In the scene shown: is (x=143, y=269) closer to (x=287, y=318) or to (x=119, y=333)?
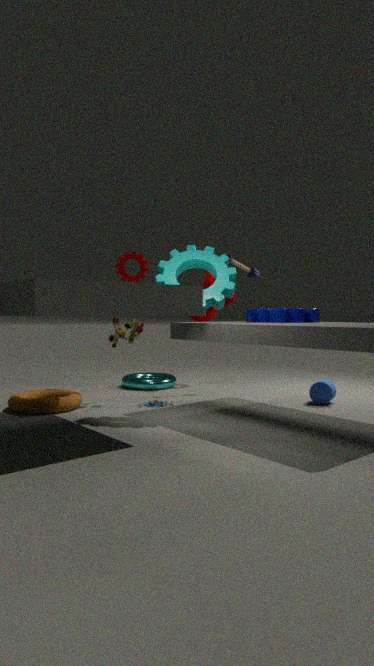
(x=119, y=333)
